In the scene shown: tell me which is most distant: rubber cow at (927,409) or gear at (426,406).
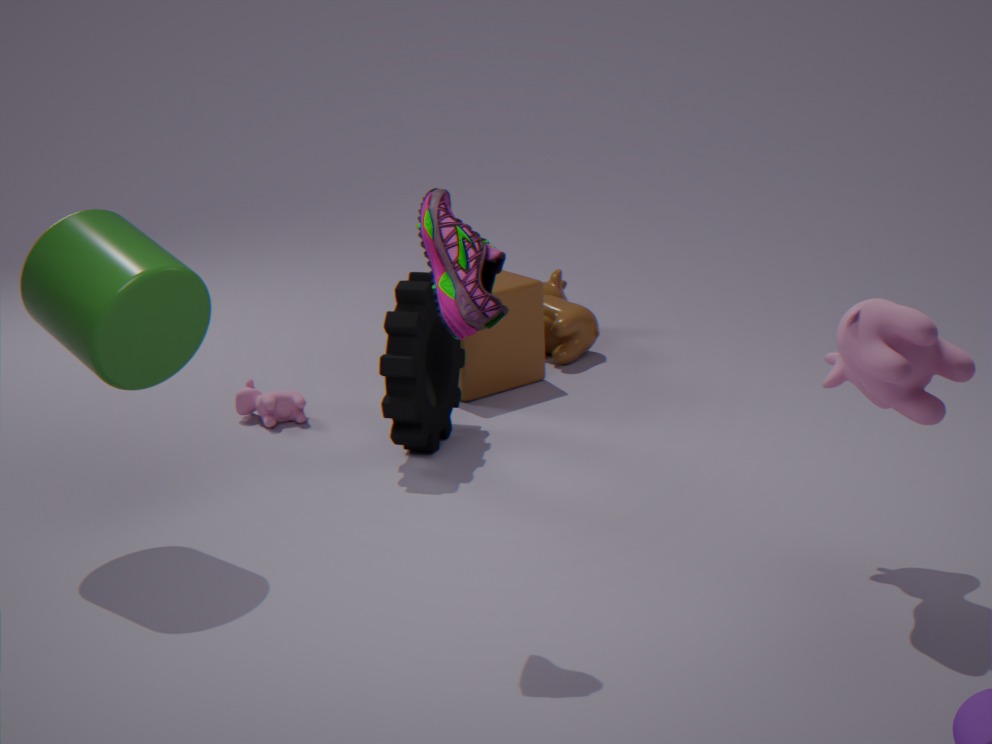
gear at (426,406)
